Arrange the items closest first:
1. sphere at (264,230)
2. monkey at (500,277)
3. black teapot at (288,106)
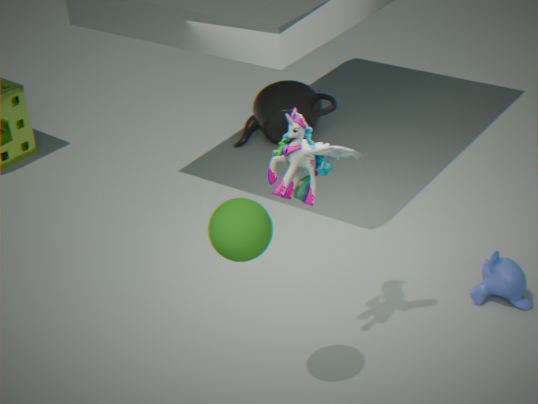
sphere at (264,230), monkey at (500,277), black teapot at (288,106)
